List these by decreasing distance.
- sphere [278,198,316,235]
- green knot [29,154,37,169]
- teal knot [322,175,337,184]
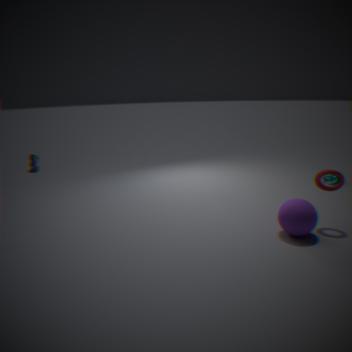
green knot [29,154,37,169] < teal knot [322,175,337,184] < sphere [278,198,316,235]
